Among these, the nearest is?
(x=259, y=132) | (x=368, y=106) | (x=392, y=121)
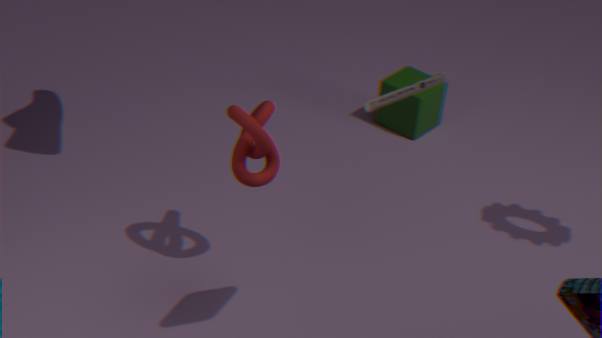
(x=368, y=106)
